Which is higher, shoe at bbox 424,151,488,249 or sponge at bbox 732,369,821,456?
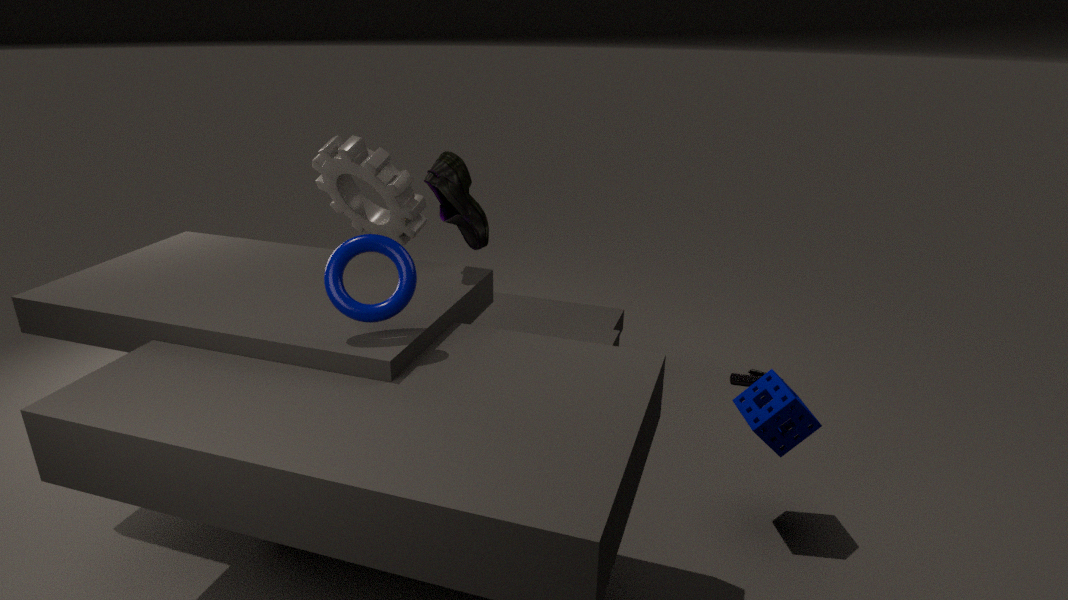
shoe at bbox 424,151,488,249
